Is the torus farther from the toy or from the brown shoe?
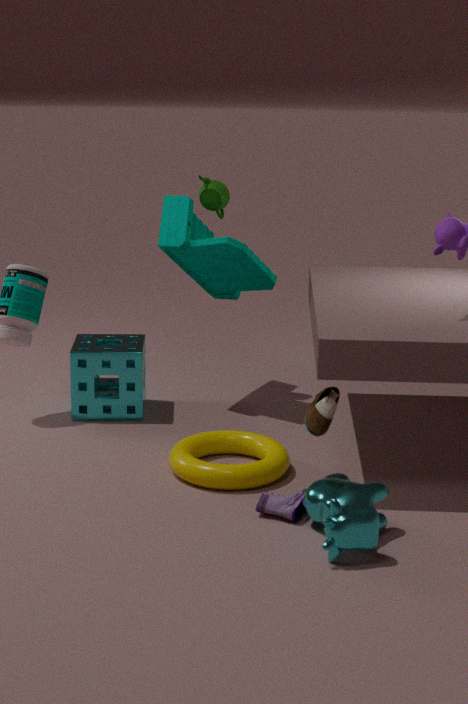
the toy
